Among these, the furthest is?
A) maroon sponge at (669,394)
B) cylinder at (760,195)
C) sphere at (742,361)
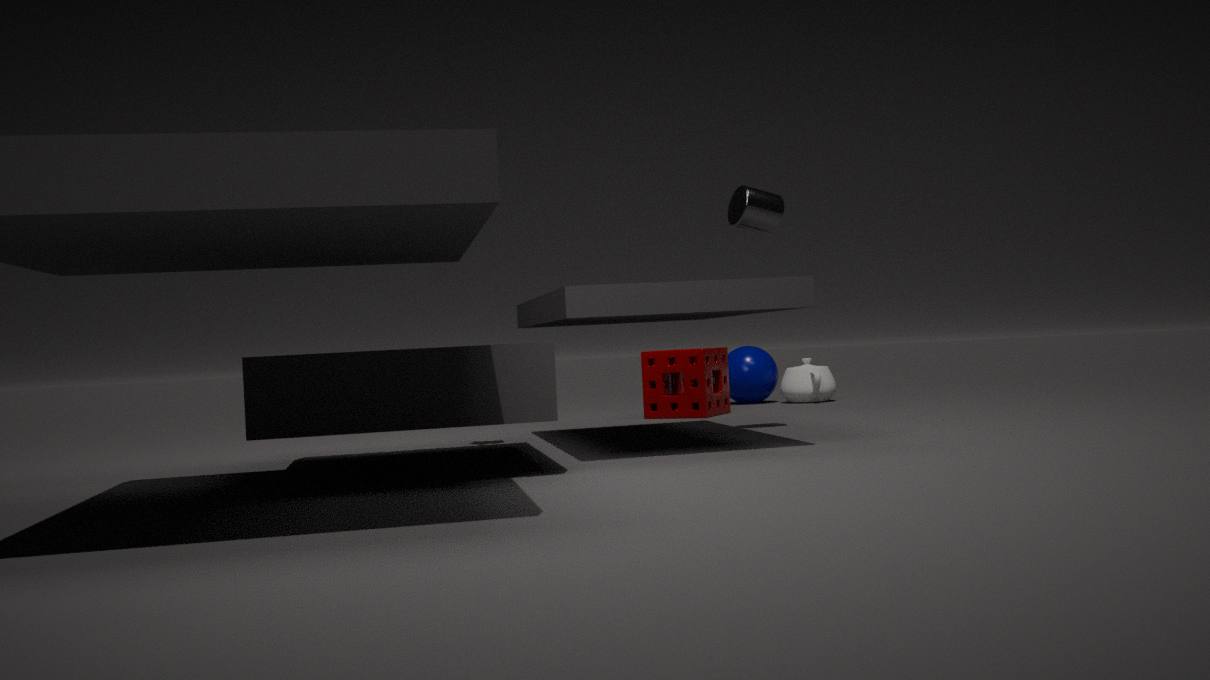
sphere at (742,361)
